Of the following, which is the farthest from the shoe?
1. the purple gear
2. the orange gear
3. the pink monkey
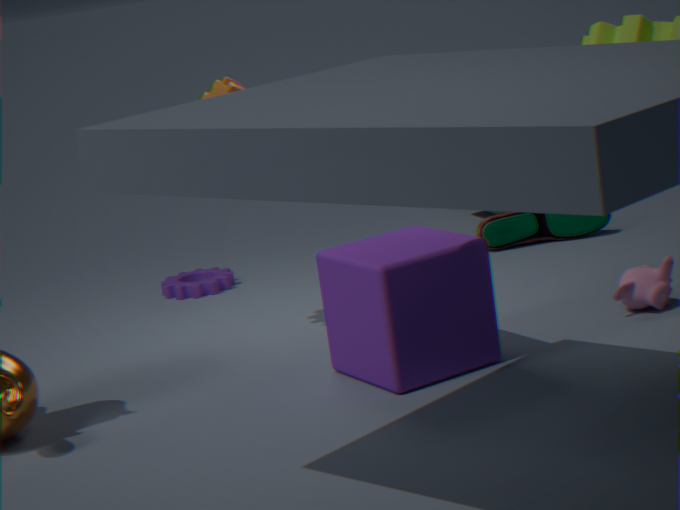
the orange gear
